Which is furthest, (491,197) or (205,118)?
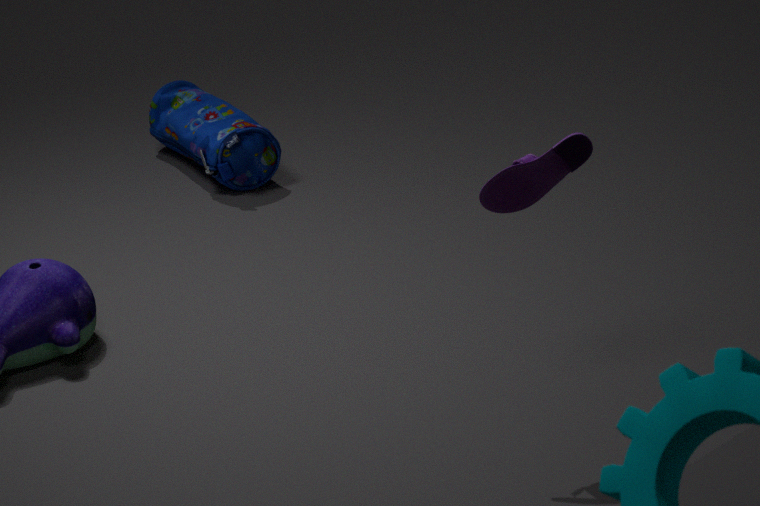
(205,118)
